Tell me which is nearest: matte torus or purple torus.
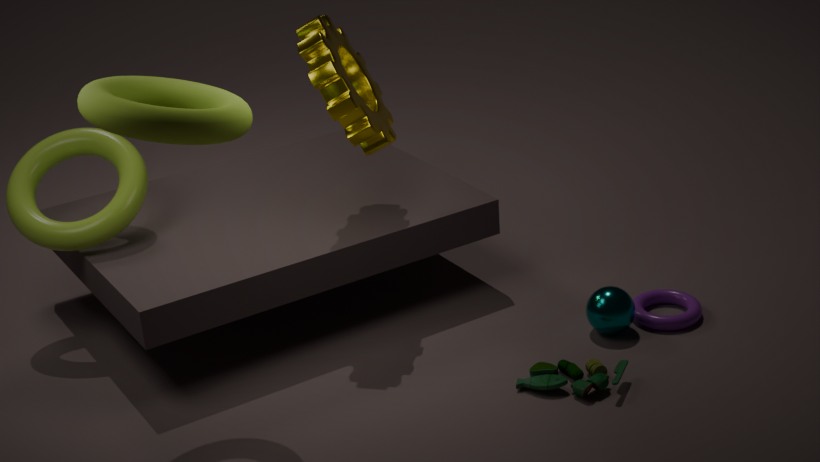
matte torus
